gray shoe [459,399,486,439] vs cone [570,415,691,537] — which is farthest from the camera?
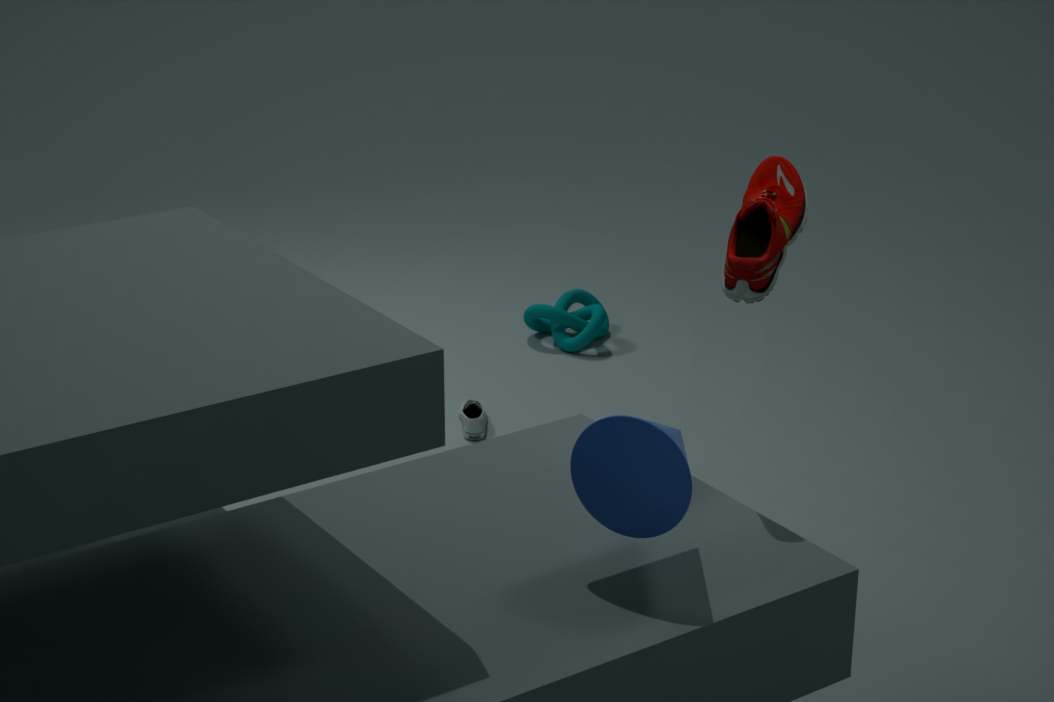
gray shoe [459,399,486,439]
